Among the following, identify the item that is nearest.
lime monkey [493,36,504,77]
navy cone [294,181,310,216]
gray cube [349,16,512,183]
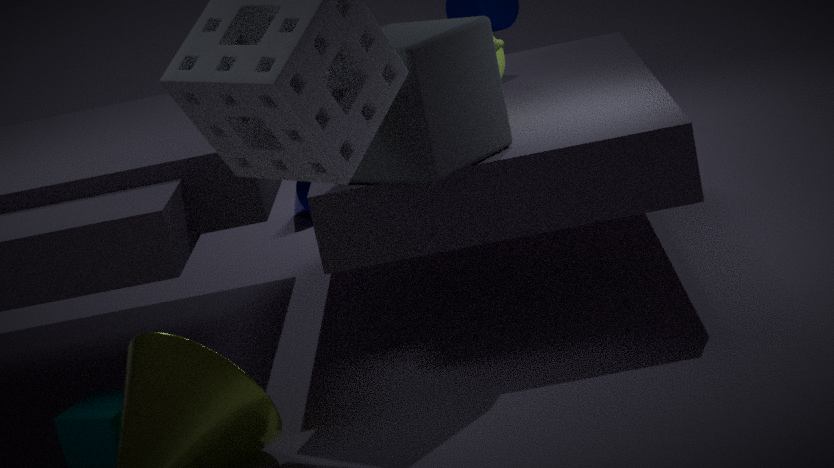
gray cube [349,16,512,183]
